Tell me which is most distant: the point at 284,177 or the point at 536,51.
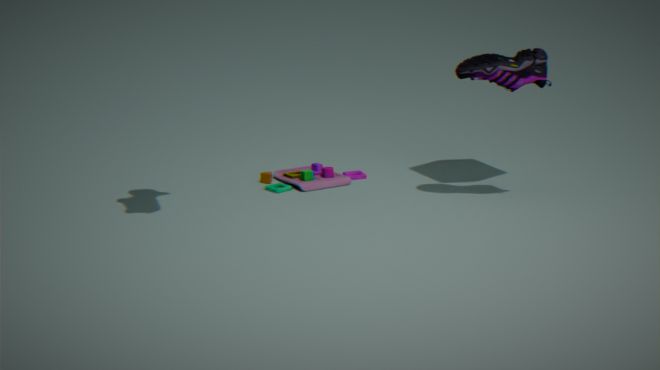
the point at 284,177
